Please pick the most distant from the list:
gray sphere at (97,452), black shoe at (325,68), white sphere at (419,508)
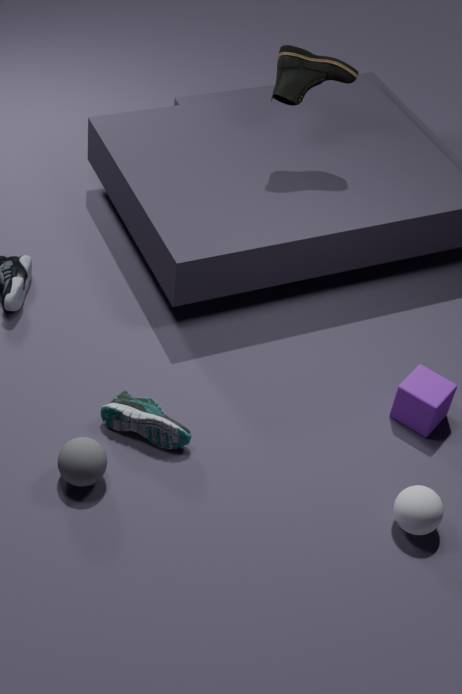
black shoe at (325,68)
